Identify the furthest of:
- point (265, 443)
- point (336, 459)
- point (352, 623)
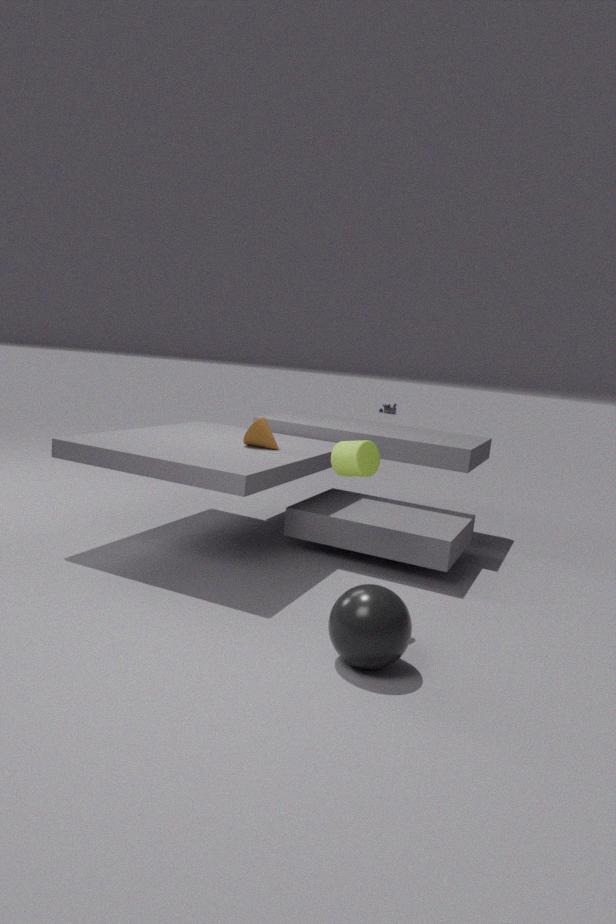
point (265, 443)
